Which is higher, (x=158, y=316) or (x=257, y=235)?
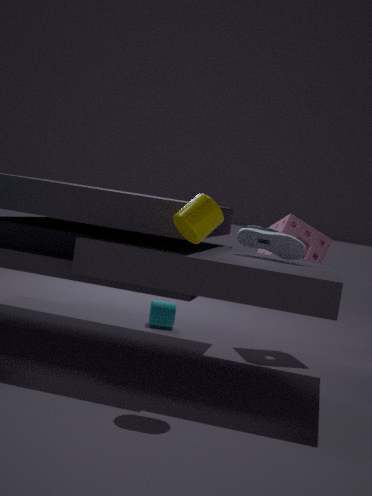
(x=257, y=235)
